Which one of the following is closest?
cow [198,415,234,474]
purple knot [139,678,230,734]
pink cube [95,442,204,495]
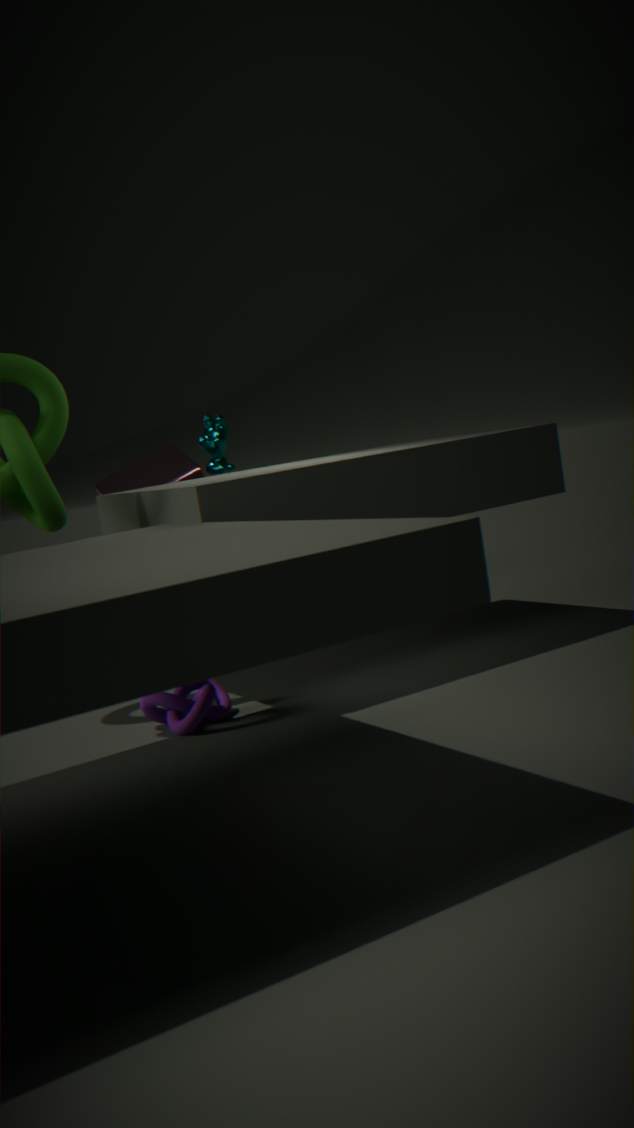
purple knot [139,678,230,734]
